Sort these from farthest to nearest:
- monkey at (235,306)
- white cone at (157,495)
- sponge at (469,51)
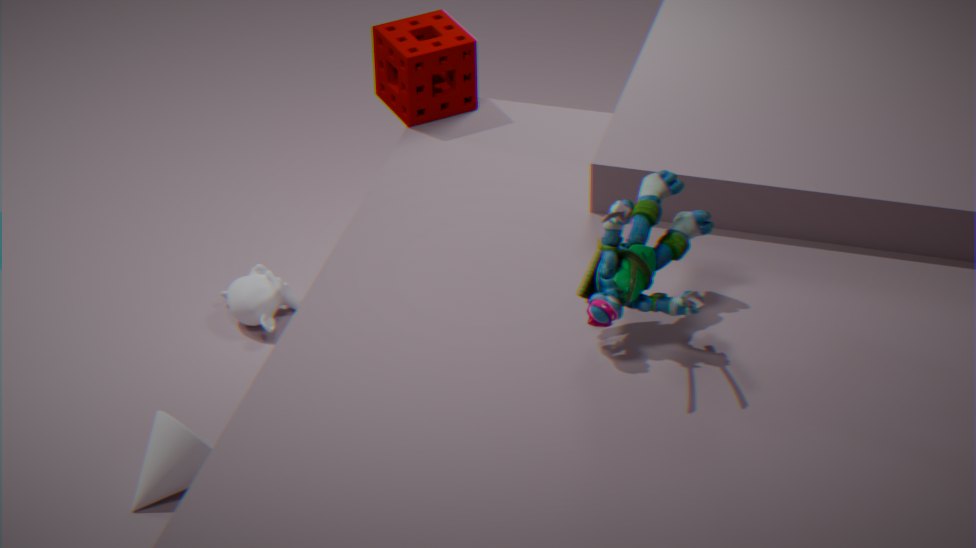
1. monkey at (235,306)
2. white cone at (157,495)
3. sponge at (469,51)
